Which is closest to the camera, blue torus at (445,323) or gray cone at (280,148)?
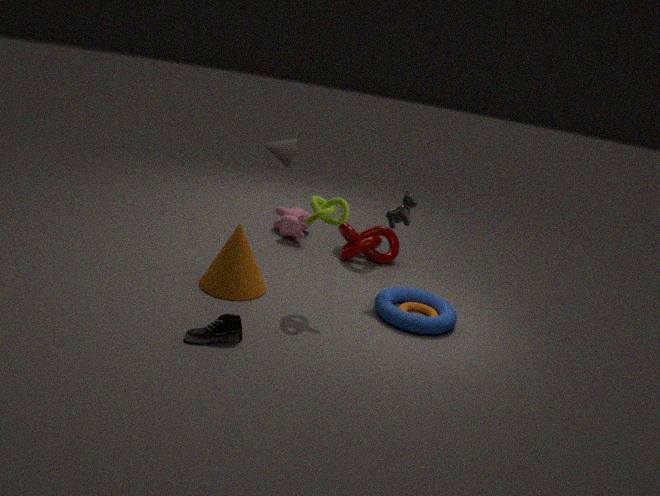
blue torus at (445,323)
